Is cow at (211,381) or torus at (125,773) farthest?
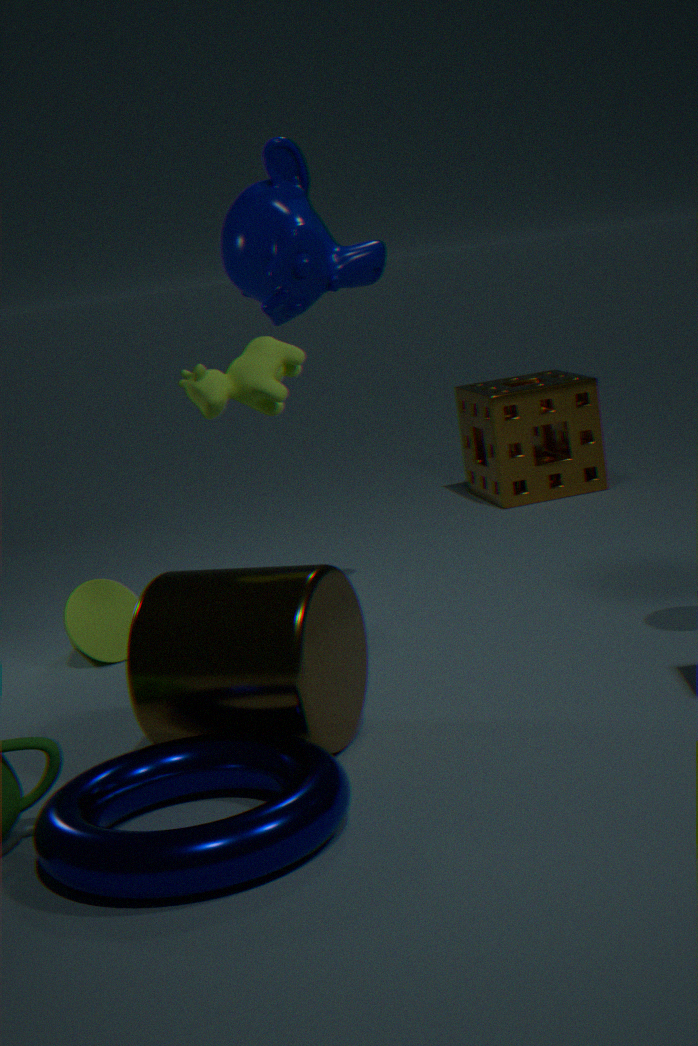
cow at (211,381)
